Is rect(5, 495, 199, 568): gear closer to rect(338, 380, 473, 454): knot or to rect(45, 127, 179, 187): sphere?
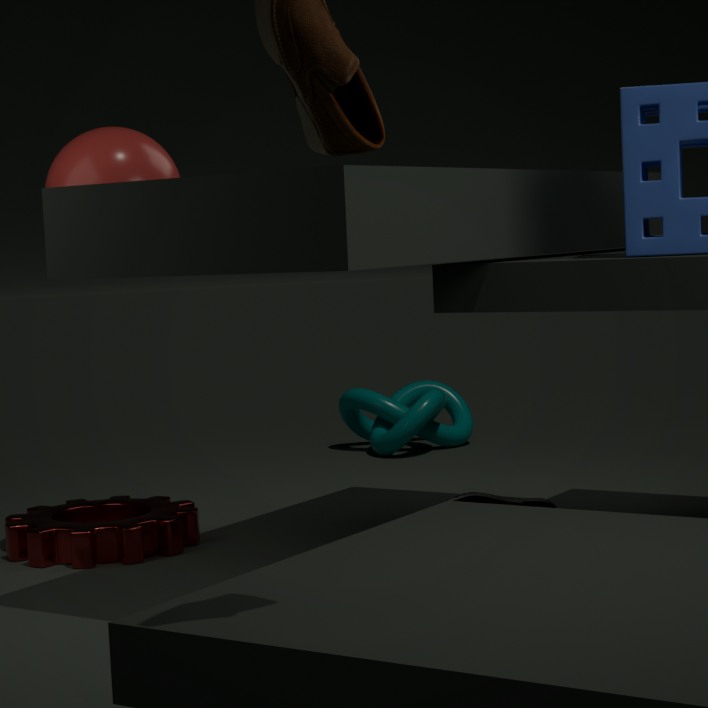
rect(45, 127, 179, 187): sphere
